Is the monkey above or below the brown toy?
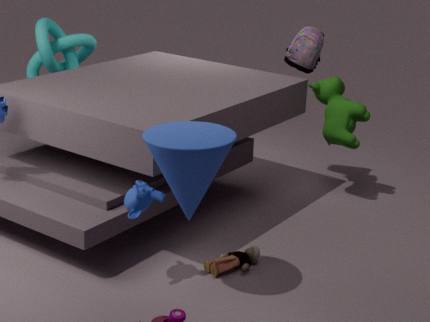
above
